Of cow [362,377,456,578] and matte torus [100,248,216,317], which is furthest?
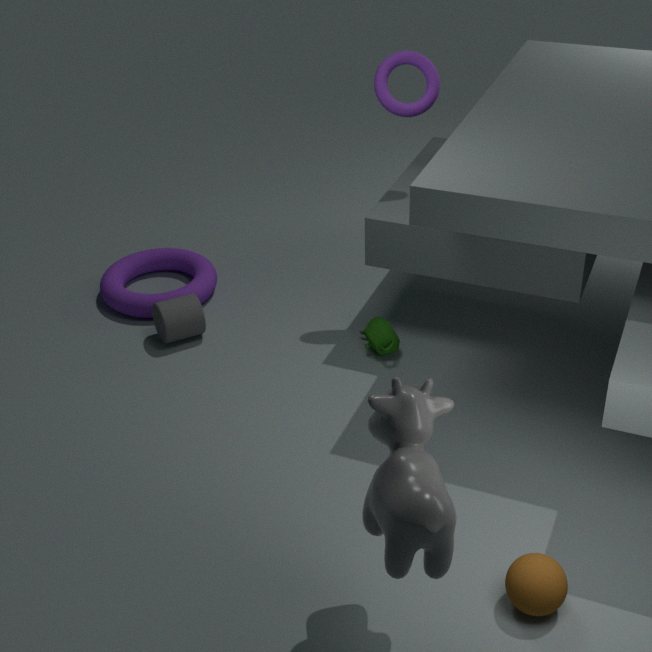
matte torus [100,248,216,317]
